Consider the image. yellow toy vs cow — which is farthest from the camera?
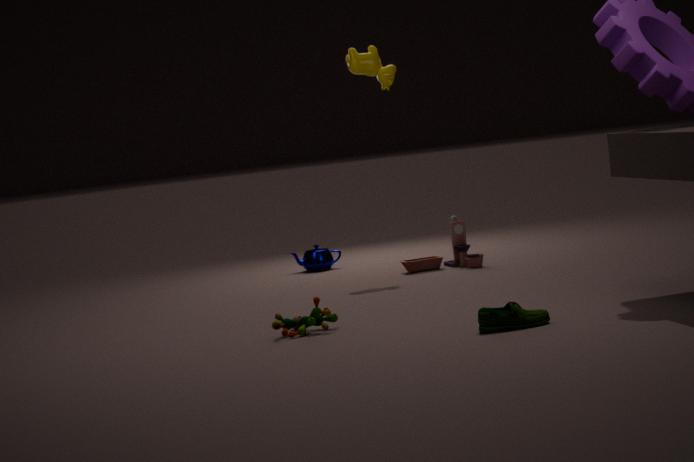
cow
